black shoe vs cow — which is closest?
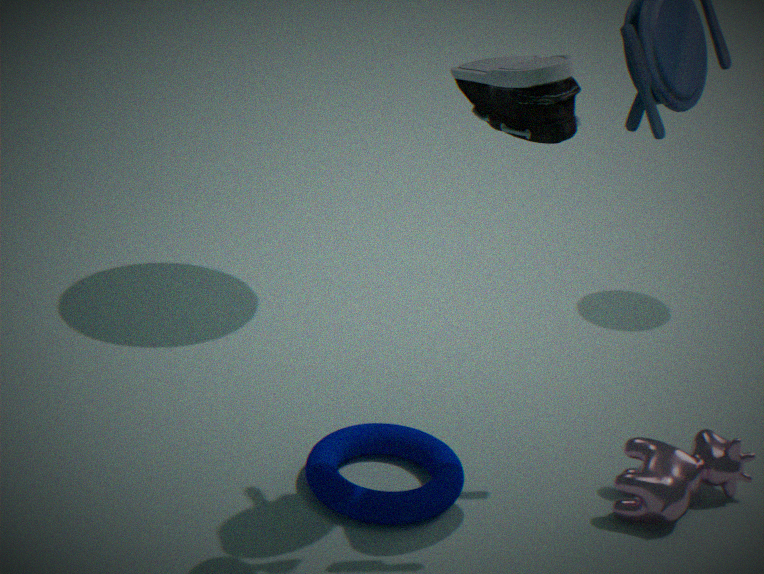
black shoe
